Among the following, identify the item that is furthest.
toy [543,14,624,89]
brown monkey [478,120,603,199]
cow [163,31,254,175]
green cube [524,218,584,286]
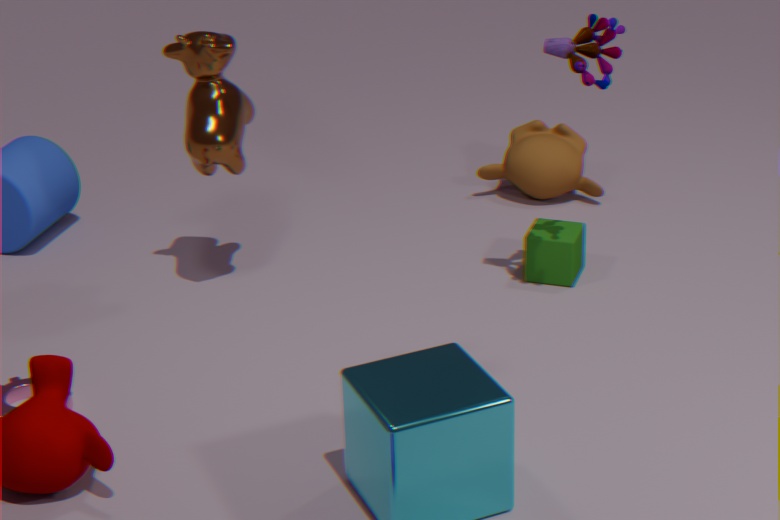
brown monkey [478,120,603,199]
